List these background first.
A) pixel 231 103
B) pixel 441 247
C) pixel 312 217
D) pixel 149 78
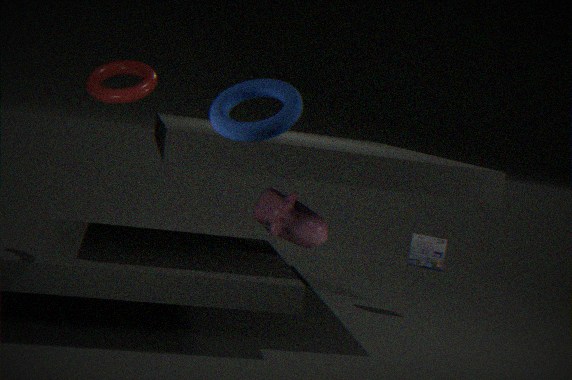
pixel 441 247 < pixel 312 217 < pixel 149 78 < pixel 231 103
